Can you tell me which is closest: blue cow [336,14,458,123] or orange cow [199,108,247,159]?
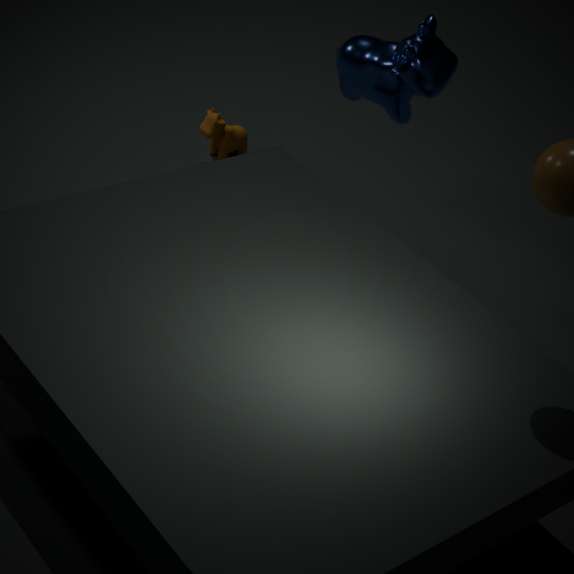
blue cow [336,14,458,123]
